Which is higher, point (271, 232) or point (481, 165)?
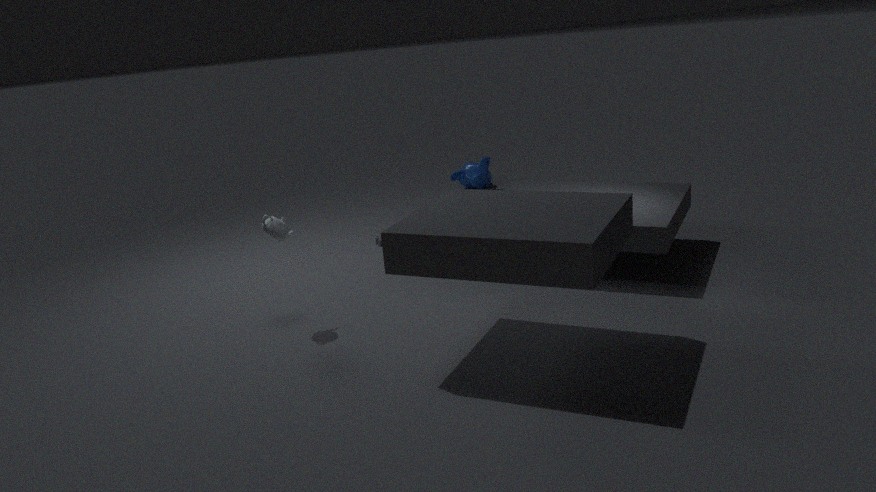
point (271, 232)
